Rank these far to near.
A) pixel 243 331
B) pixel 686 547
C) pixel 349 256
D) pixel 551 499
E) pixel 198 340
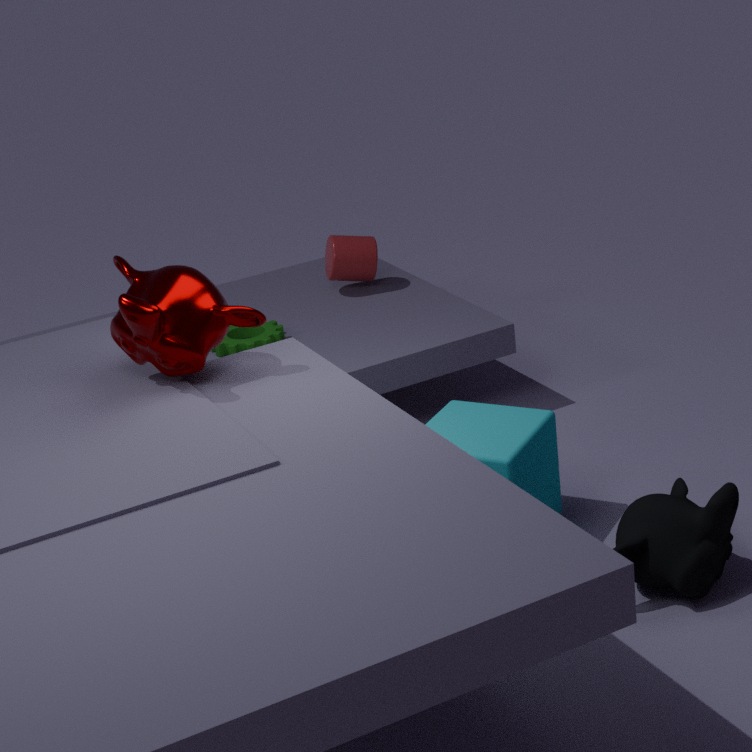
1. pixel 349 256
2. pixel 243 331
3. pixel 551 499
4. pixel 198 340
5. pixel 686 547
